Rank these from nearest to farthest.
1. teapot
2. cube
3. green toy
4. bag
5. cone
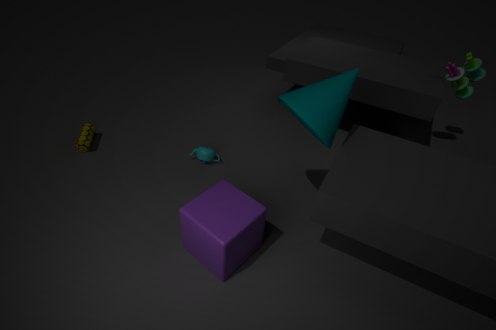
cube < cone < teapot < green toy < bag
